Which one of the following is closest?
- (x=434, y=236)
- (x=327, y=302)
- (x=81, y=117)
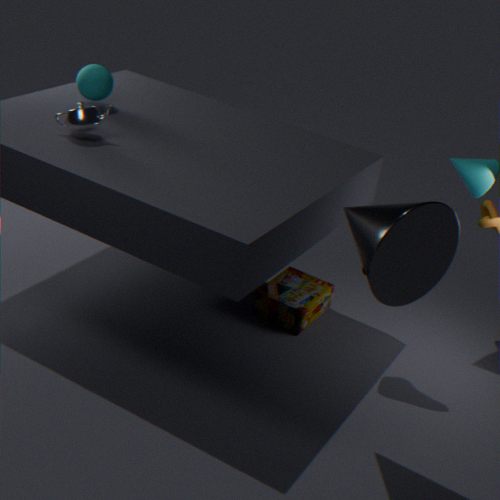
(x=434, y=236)
